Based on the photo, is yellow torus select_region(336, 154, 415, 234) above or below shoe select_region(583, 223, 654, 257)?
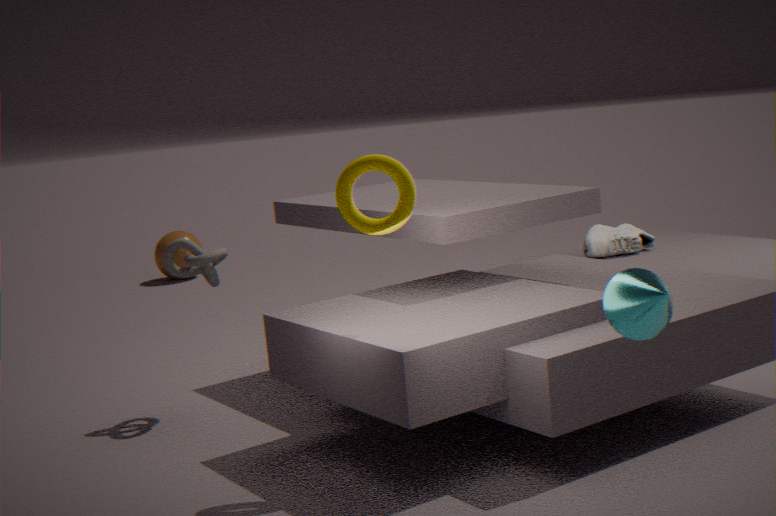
above
